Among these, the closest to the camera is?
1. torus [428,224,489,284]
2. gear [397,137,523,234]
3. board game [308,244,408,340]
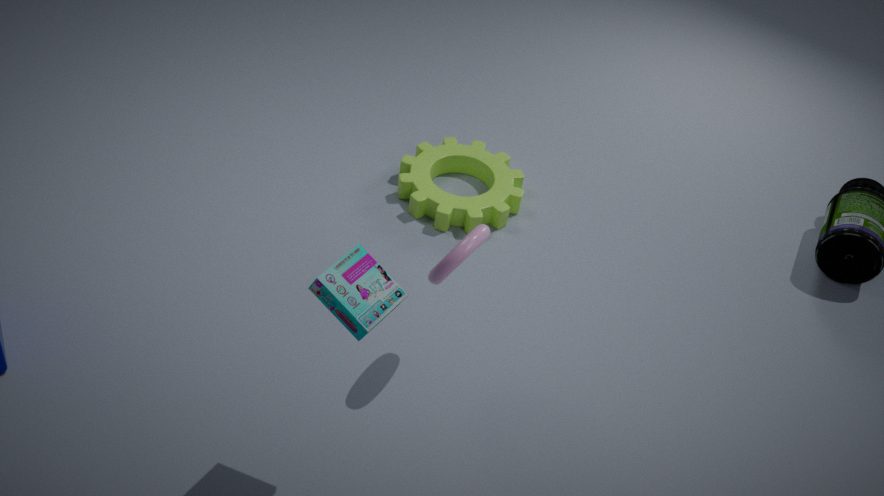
board game [308,244,408,340]
